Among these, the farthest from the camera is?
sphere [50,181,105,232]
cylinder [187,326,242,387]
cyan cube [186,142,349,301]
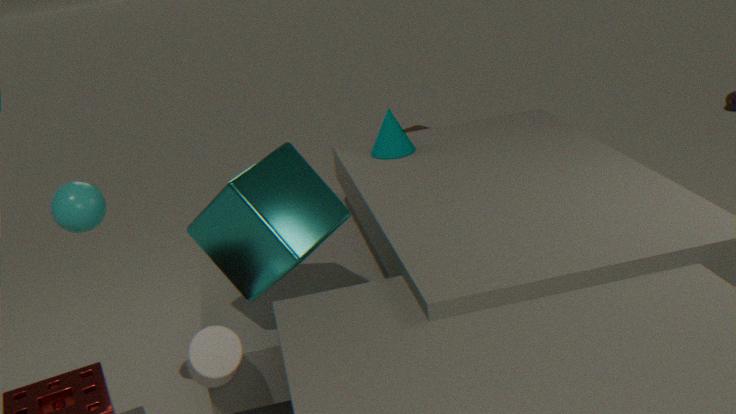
sphere [50,181,105,232]
